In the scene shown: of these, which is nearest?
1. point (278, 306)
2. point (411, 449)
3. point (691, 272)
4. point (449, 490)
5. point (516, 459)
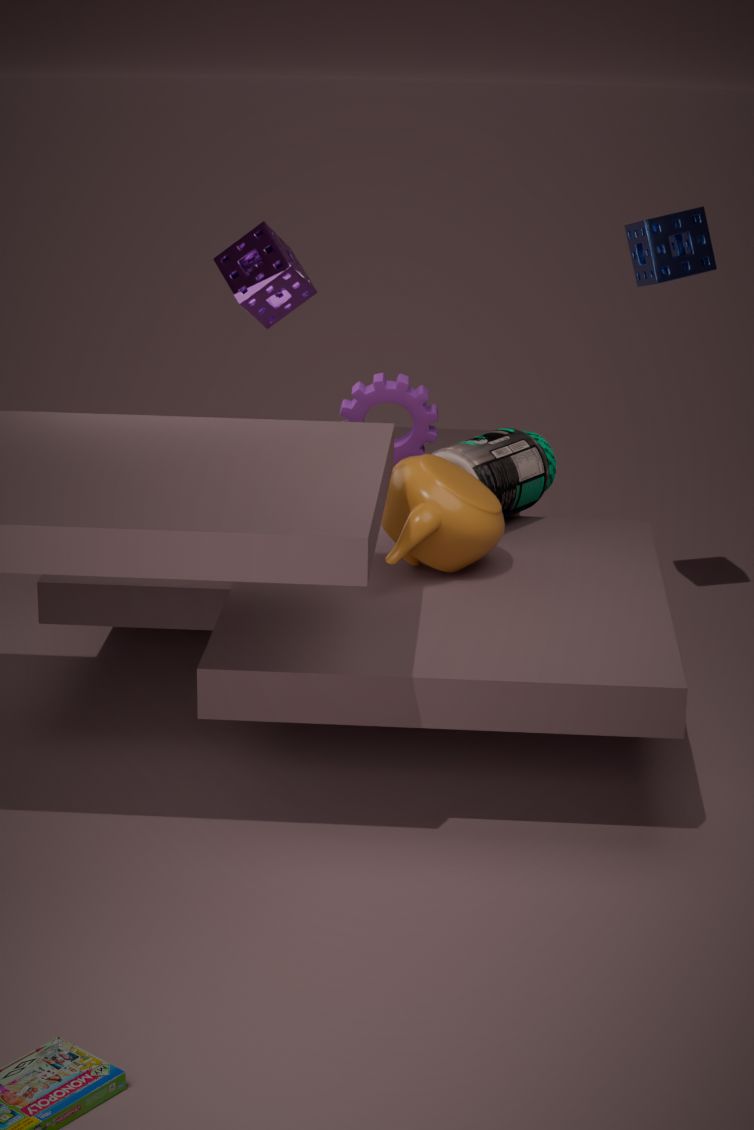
point (449, 490)
